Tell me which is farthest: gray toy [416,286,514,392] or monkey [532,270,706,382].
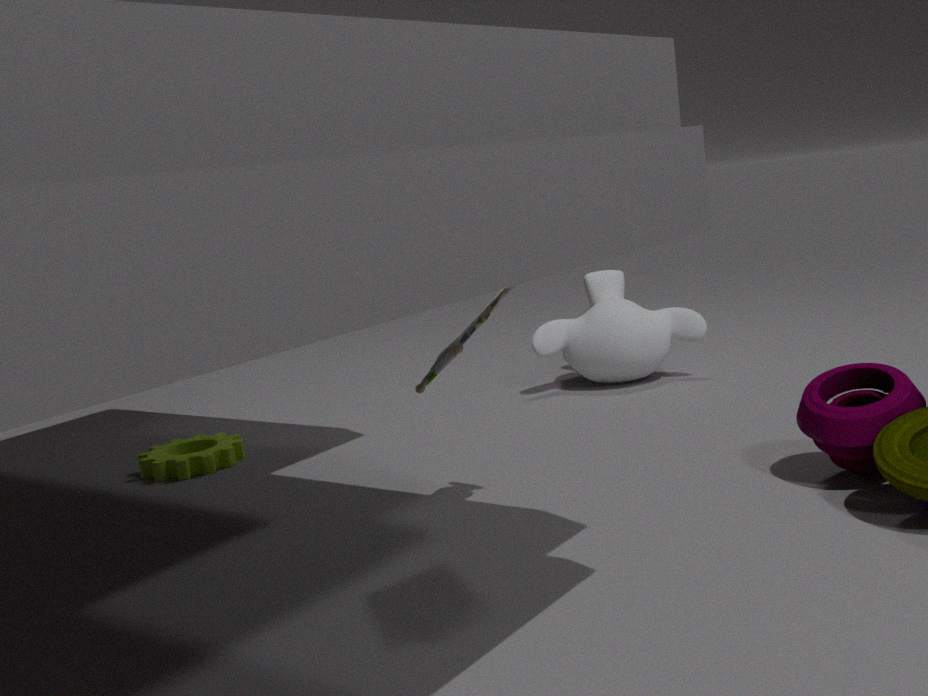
monkey [532,270,706,382]
